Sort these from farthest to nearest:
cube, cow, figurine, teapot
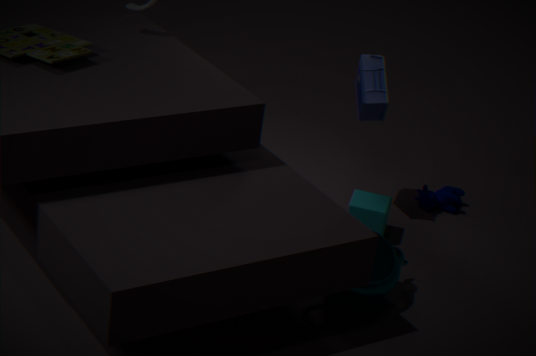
1. cow
2. cube
3. figurine
4. teapot
